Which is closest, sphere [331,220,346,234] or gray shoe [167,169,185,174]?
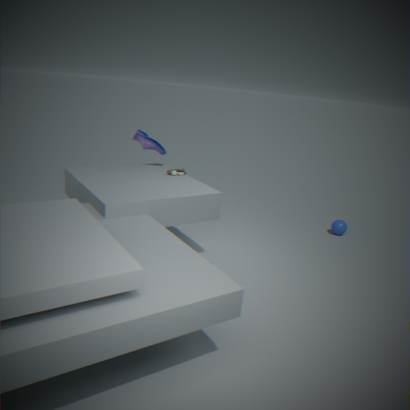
gray shoe [167,169,185,174]
